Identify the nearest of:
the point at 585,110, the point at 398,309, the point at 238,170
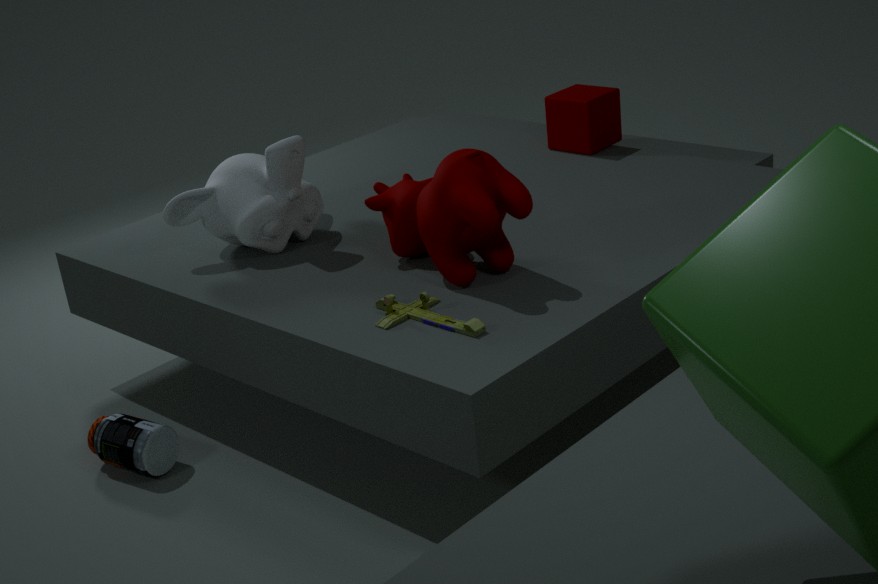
the point at 398,309
